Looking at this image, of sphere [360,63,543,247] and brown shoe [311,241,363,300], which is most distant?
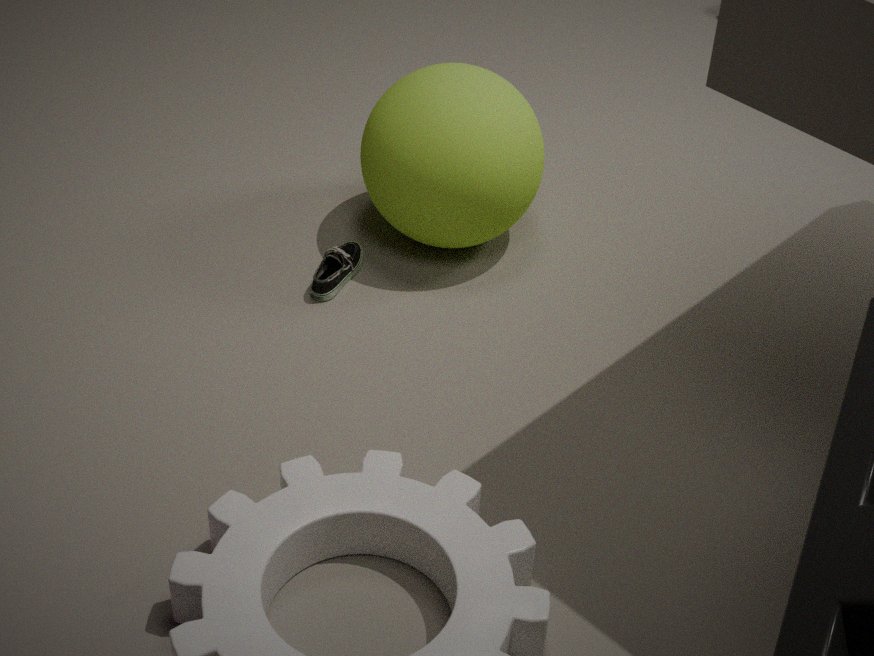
brown shoe [311,241,363,300]
